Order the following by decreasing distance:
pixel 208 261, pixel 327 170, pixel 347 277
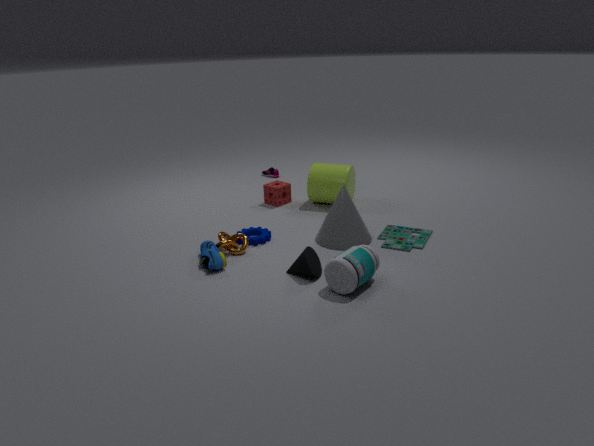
pixel 327 170 < pixel 208 261 < pixel 347 277
